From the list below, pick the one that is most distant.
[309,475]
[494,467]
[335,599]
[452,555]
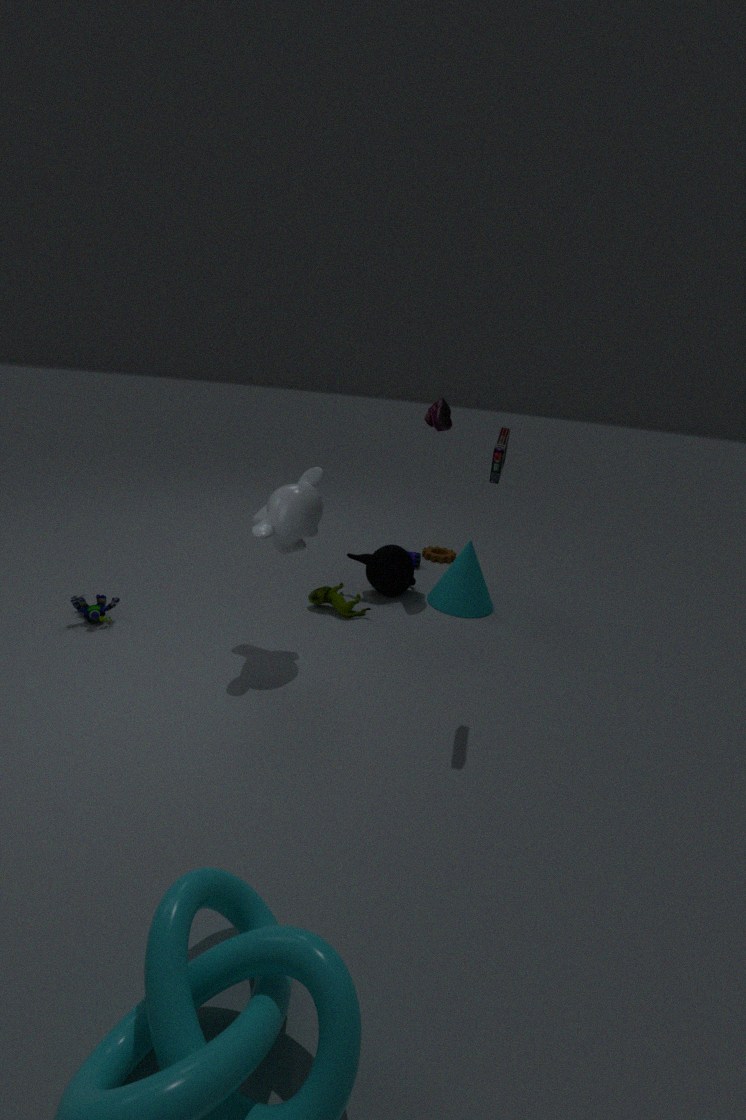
[452,555]
